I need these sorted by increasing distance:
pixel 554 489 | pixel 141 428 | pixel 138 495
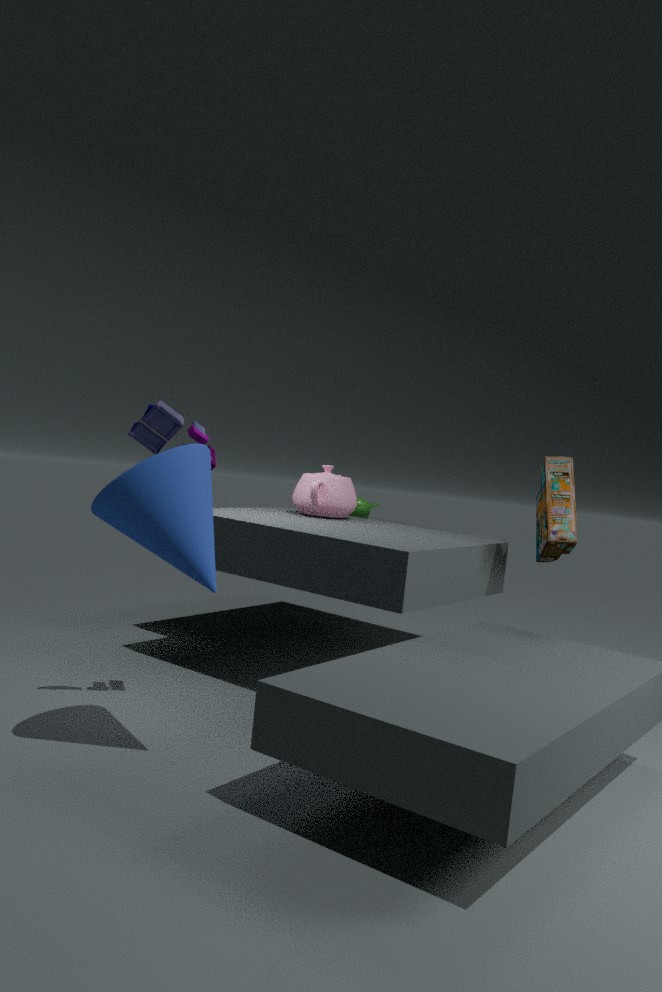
pixel 138 495 < pixel 141 428 < pixel 554 489
